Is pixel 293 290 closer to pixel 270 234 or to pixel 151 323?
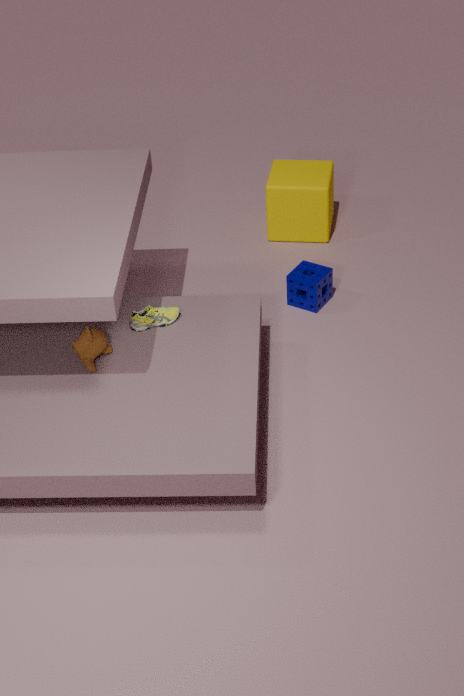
pixel 270 234
